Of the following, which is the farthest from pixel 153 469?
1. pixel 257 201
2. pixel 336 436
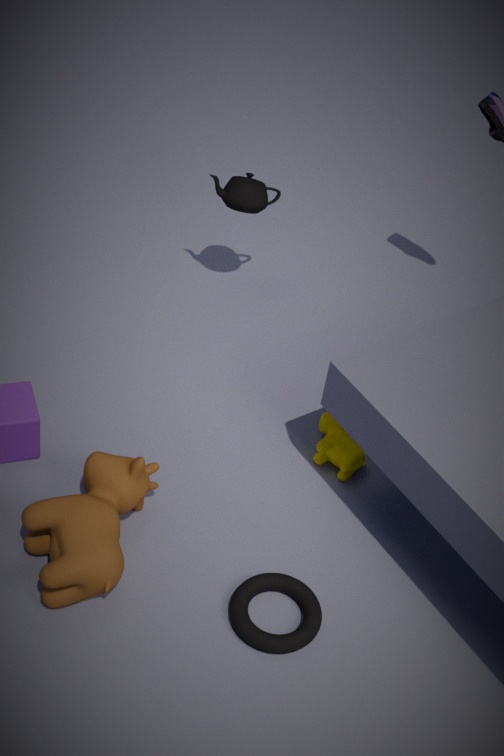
pixel 257 201
